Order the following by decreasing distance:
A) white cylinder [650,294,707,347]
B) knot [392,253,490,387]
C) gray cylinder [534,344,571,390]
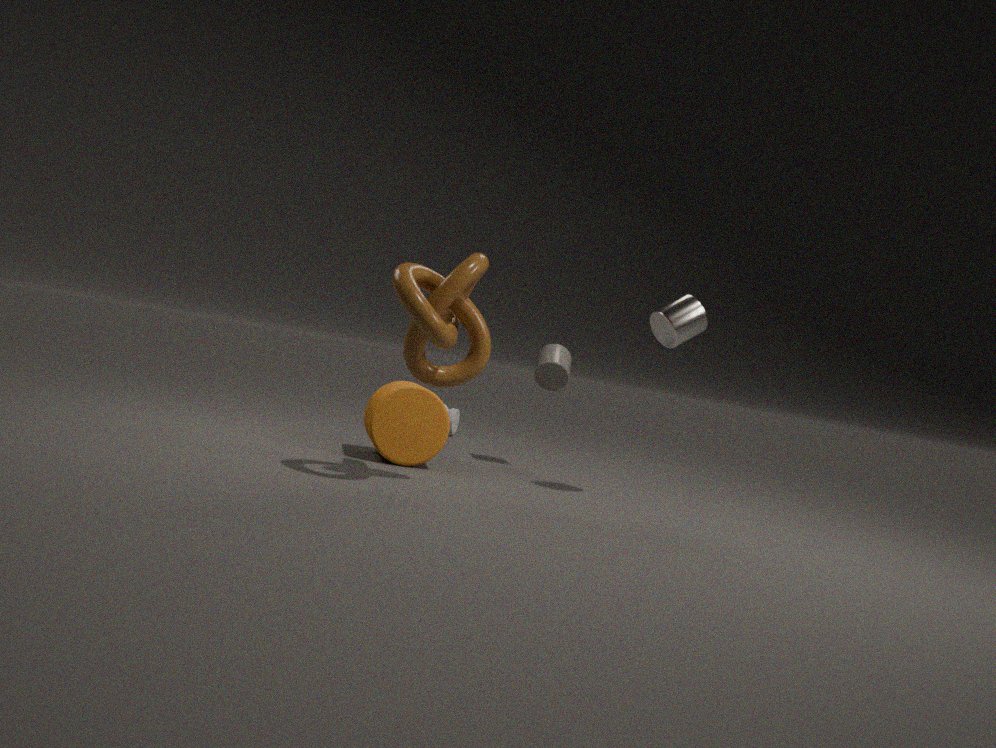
gray cylinder [534,344,571,390] → white cylinder [650,294,707,347] → knot [392,253,490,387]
